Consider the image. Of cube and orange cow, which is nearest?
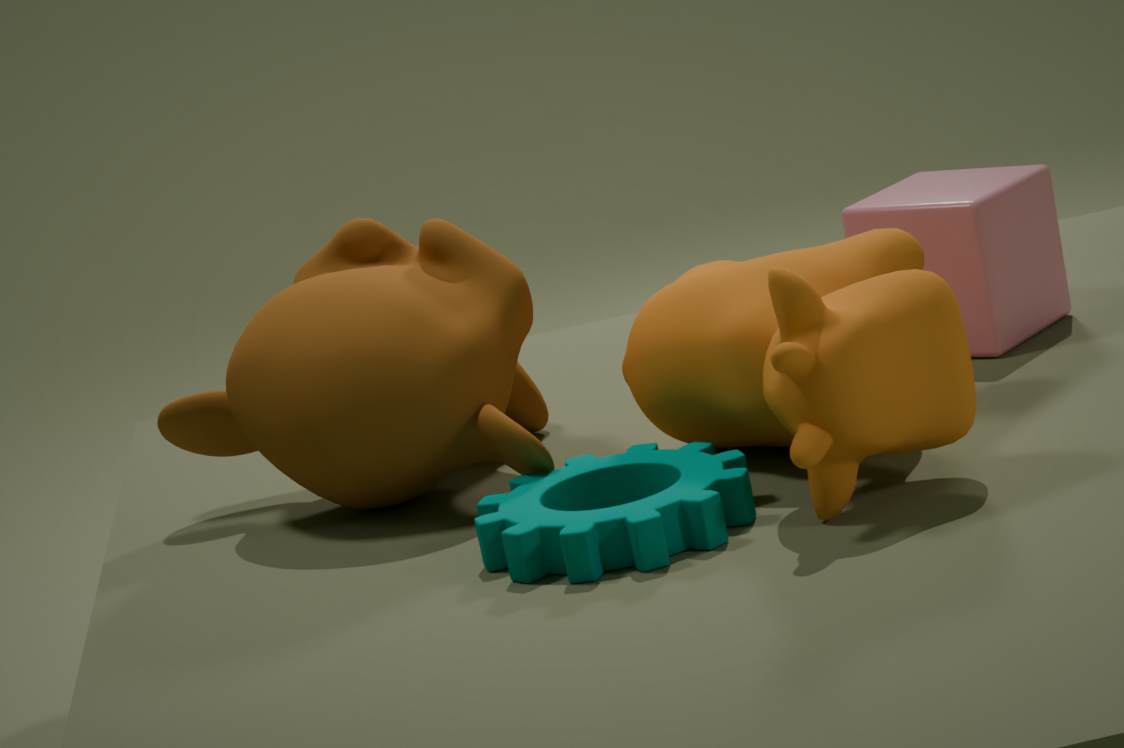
orange cow
